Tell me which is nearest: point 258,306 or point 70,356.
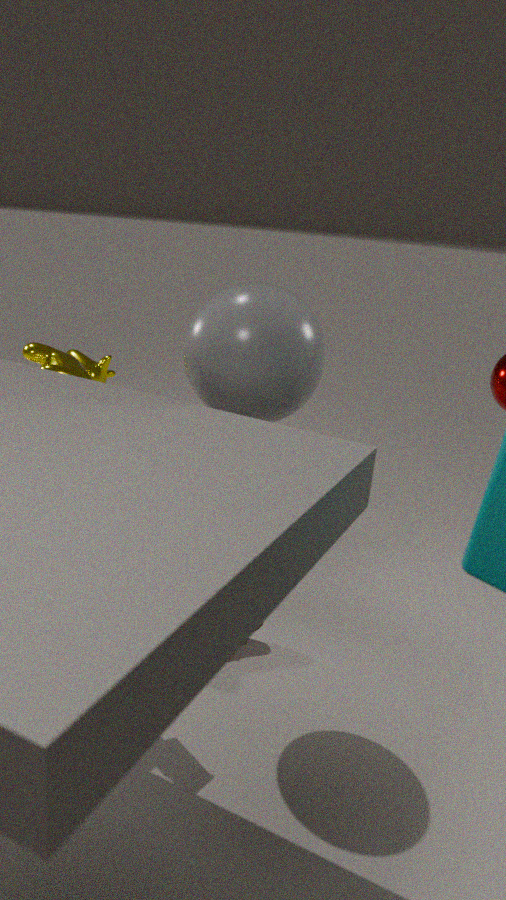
point 258,306
